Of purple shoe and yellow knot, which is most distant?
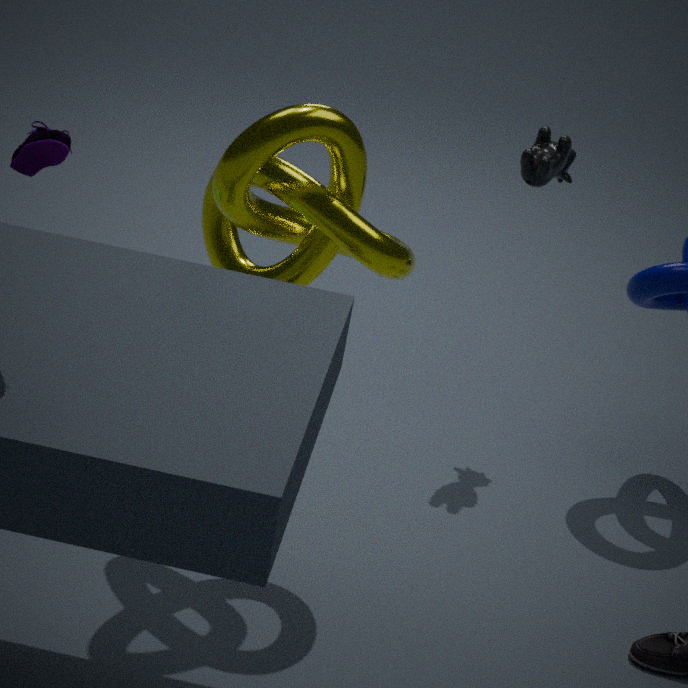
yellow knot
